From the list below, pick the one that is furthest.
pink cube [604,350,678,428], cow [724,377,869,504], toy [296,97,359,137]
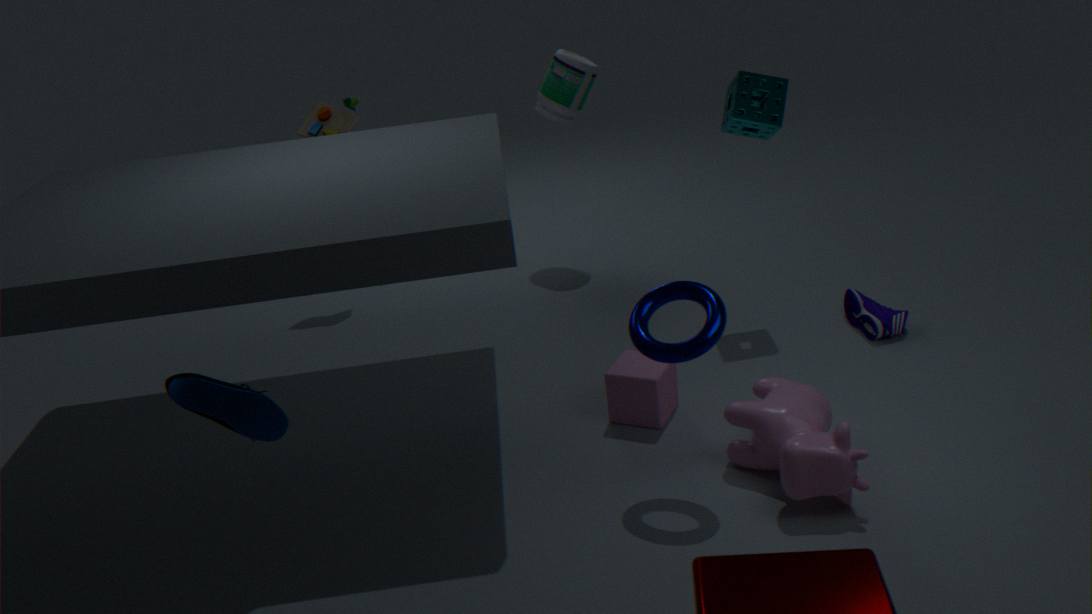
toy [296,97,359,137]
